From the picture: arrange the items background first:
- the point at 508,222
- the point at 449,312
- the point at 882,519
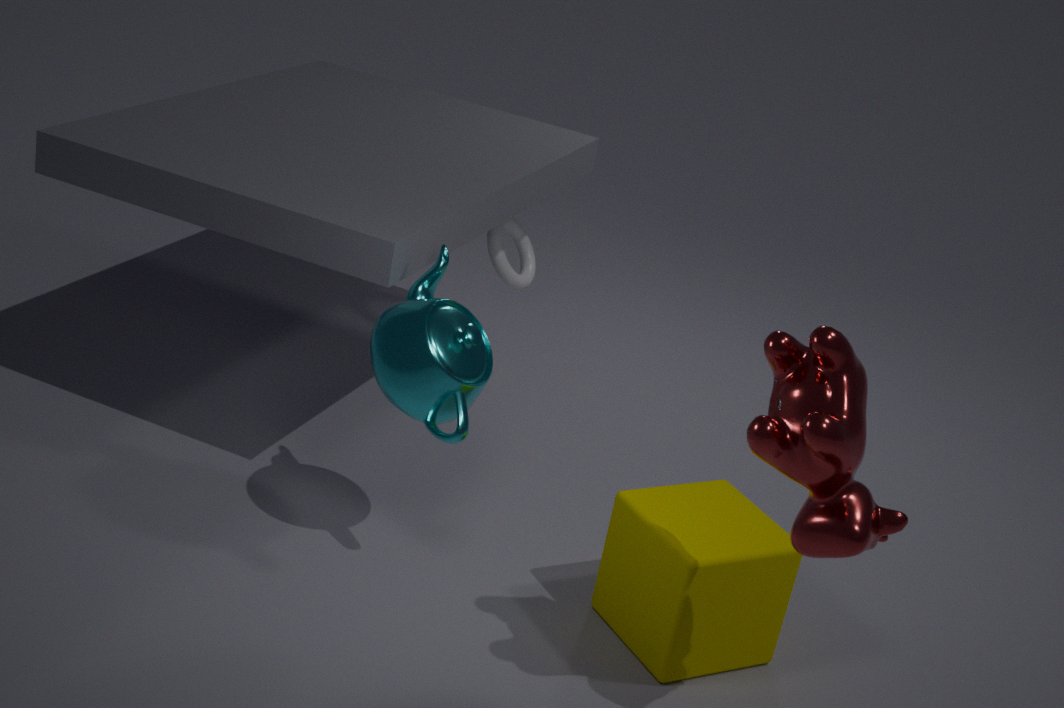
1. the point at 508,222
2. the point at 449,312
3. the point at 882,519
